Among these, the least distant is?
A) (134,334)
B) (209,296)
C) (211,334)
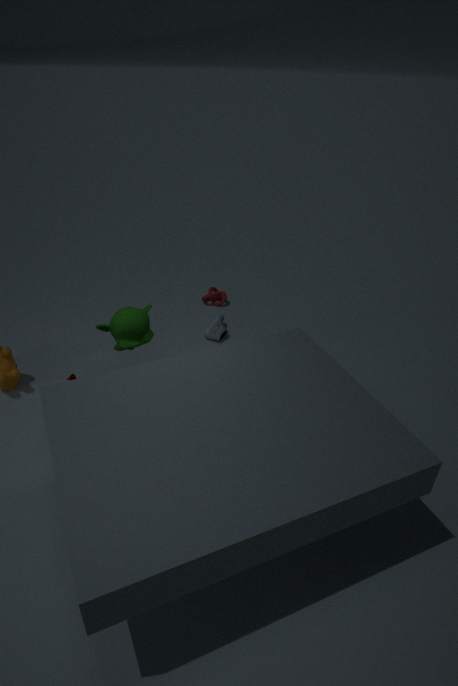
(134,334)
